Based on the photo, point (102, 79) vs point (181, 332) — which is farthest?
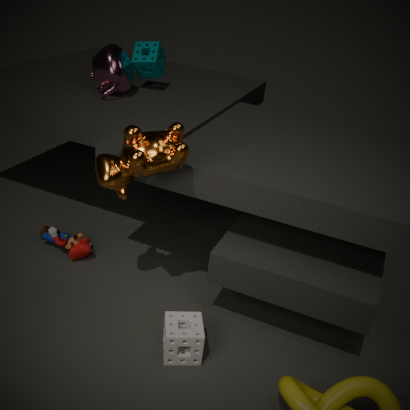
point (102, 79)
